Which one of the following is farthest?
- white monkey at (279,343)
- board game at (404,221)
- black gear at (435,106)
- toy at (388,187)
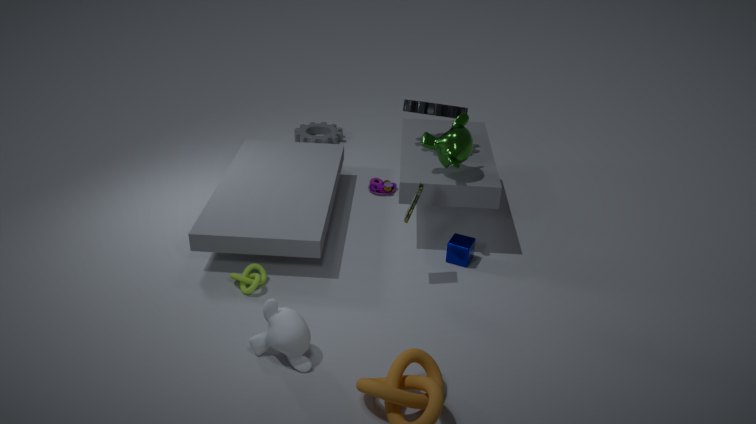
toy at (388,187)
